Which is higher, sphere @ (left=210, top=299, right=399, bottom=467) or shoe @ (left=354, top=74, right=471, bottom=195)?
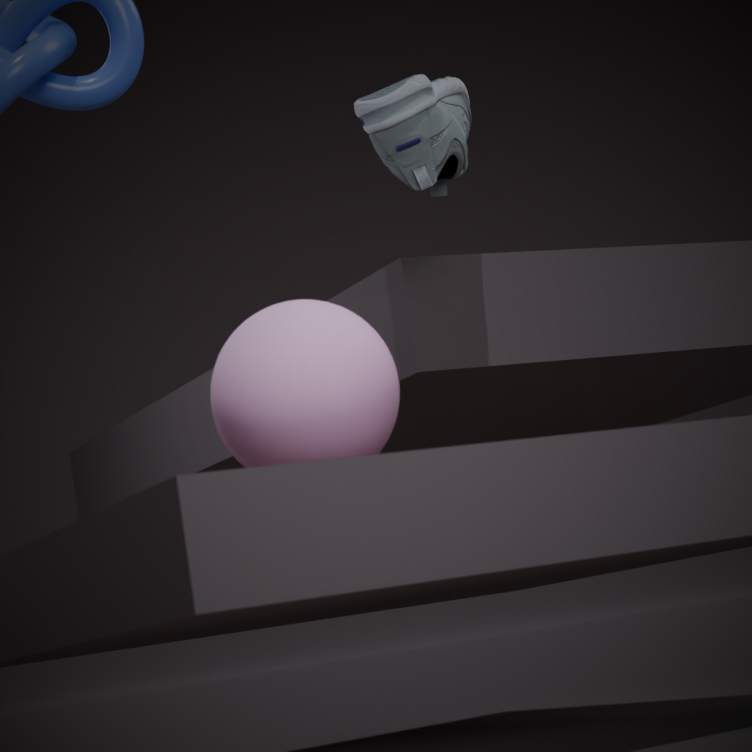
shoe @ (left=354, top=74, right=471, bottom=195)
